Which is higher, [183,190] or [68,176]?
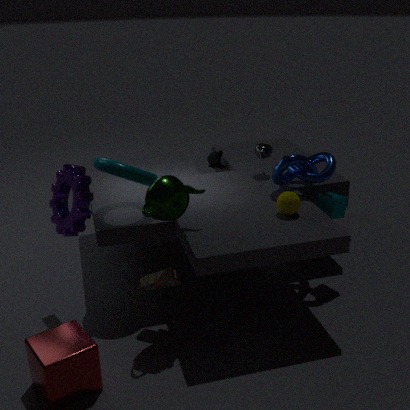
[183,190]
